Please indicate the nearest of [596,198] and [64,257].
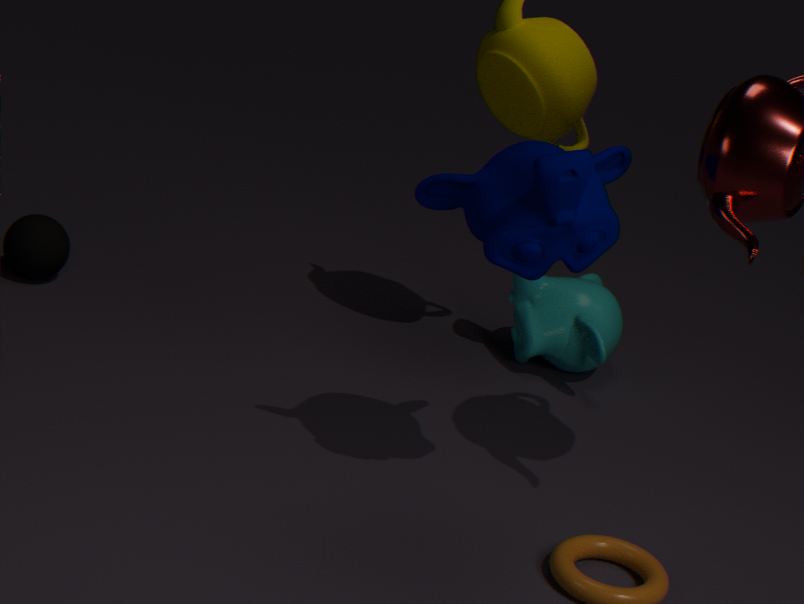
[596,198]
